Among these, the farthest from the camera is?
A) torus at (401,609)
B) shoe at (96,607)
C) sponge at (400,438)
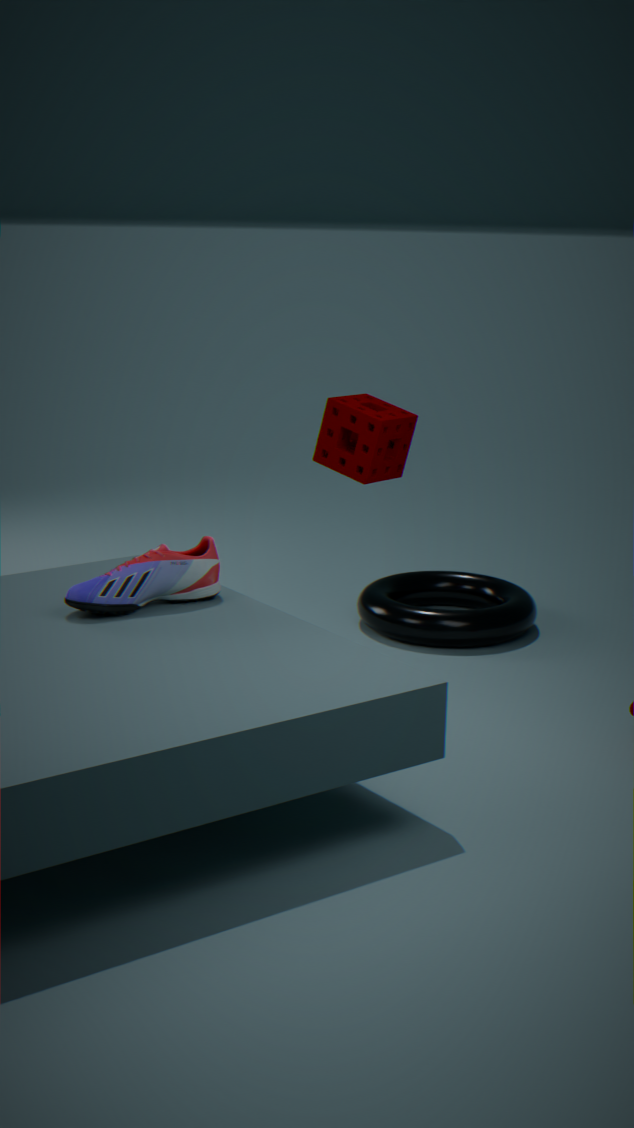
torus at (401,609)
